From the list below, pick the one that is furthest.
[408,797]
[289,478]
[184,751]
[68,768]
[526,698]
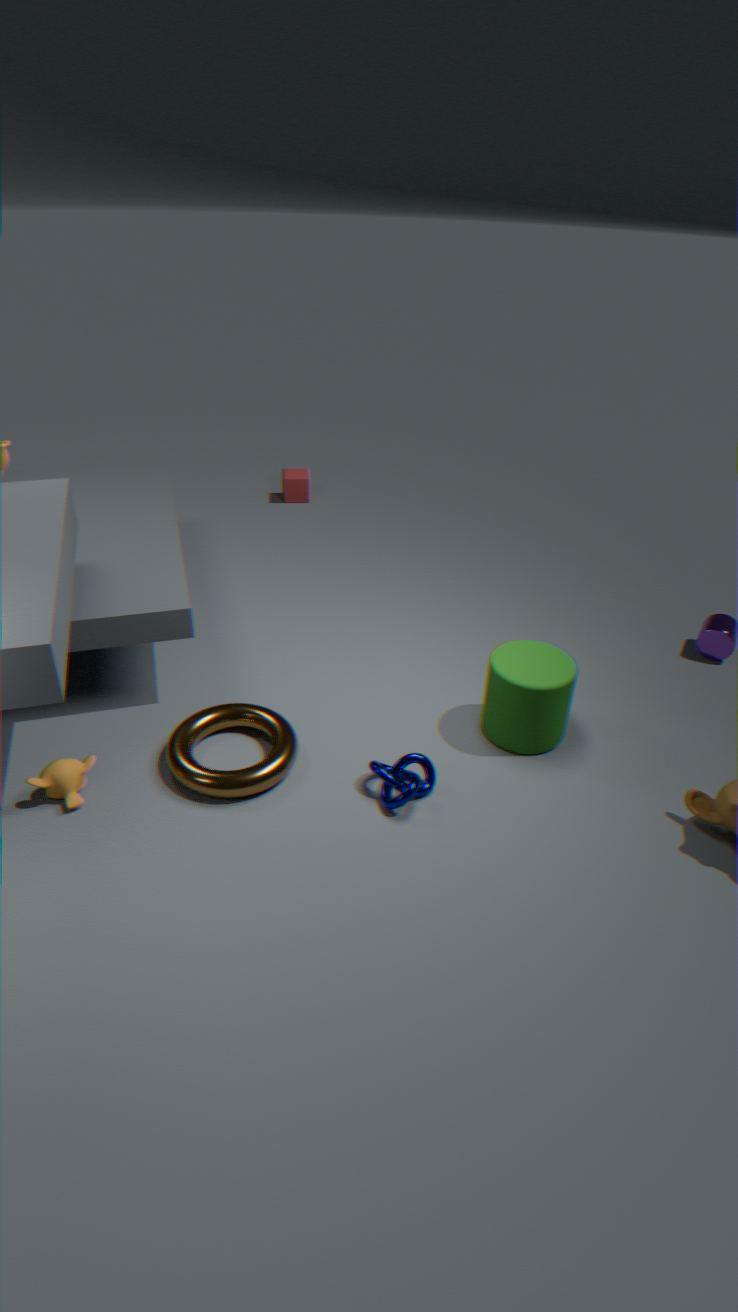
[289,478]
